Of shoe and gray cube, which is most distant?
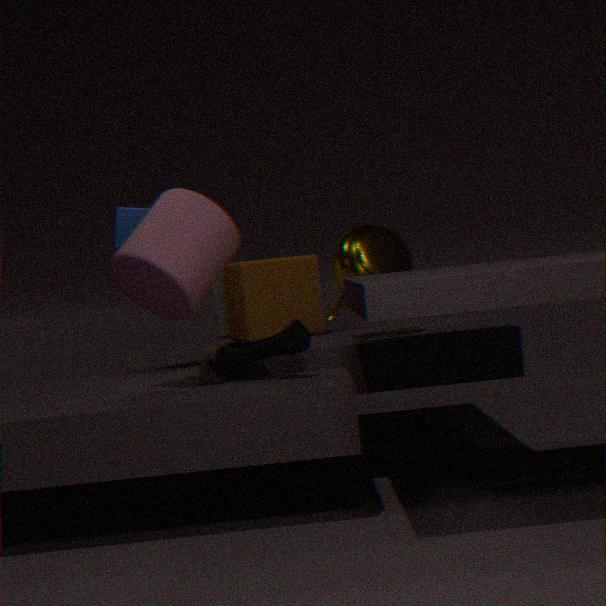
gray cube
